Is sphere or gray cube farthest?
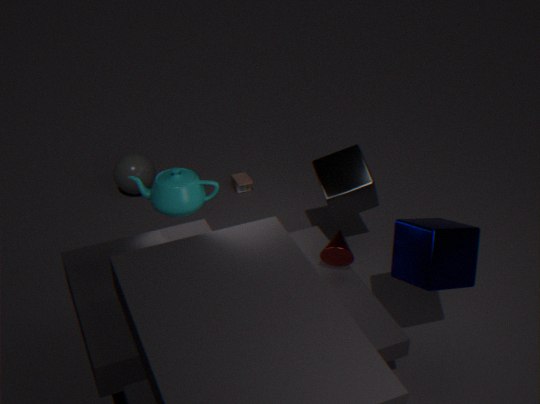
sphere
